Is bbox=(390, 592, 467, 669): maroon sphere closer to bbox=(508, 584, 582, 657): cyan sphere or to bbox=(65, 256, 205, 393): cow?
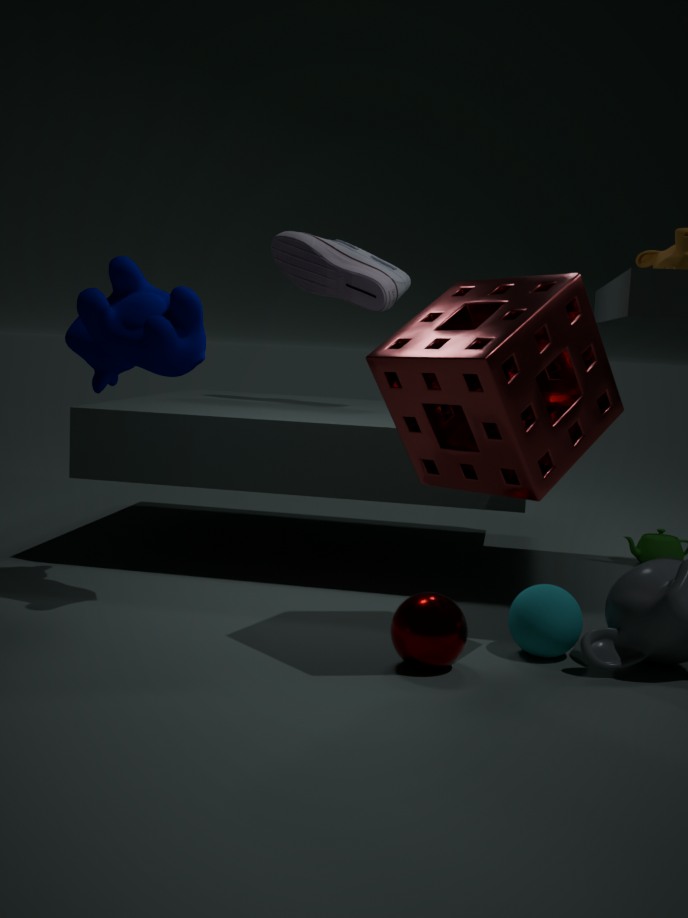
bbox=(508, 584, 582, 657): cyan sphere
